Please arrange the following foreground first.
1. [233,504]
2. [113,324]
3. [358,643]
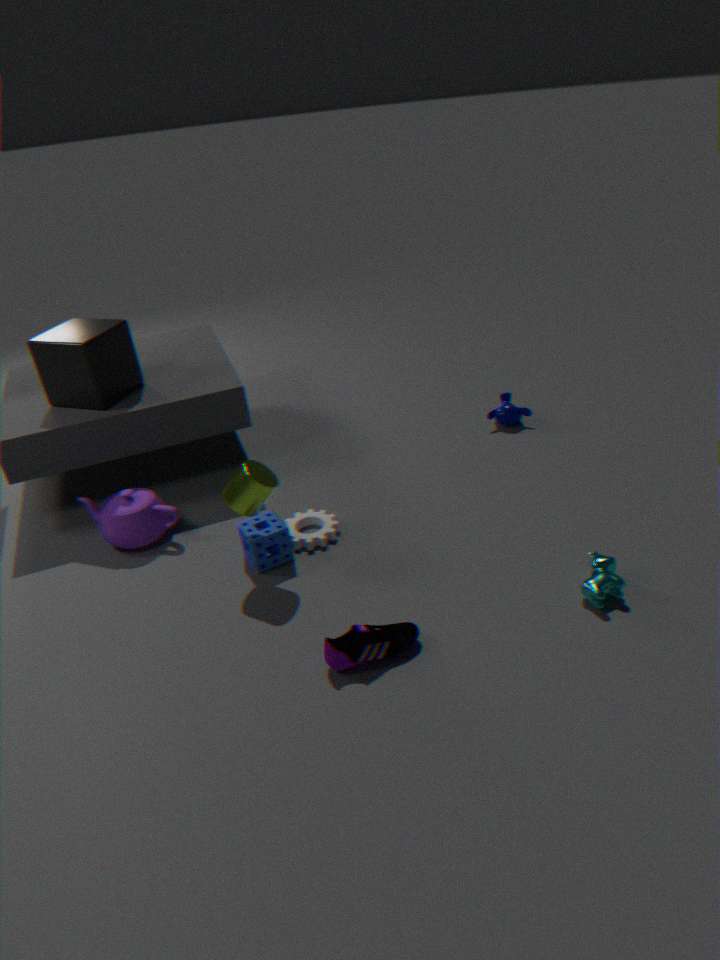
[358,643] < [233,504] < [113,324]
